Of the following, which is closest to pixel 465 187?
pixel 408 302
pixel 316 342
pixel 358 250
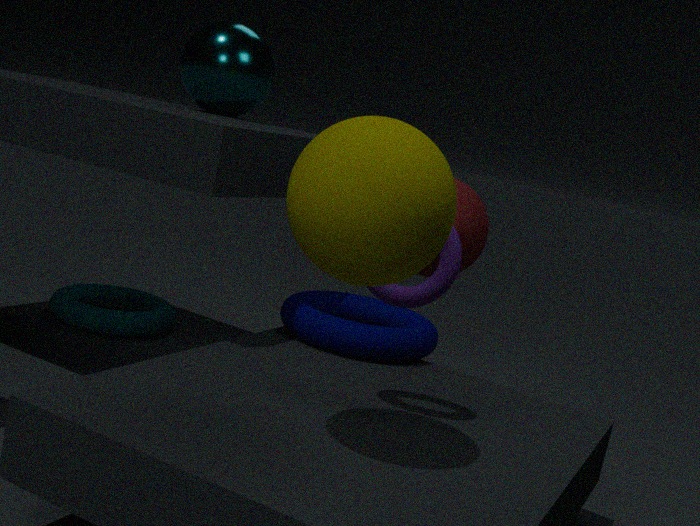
pixel 316 342
